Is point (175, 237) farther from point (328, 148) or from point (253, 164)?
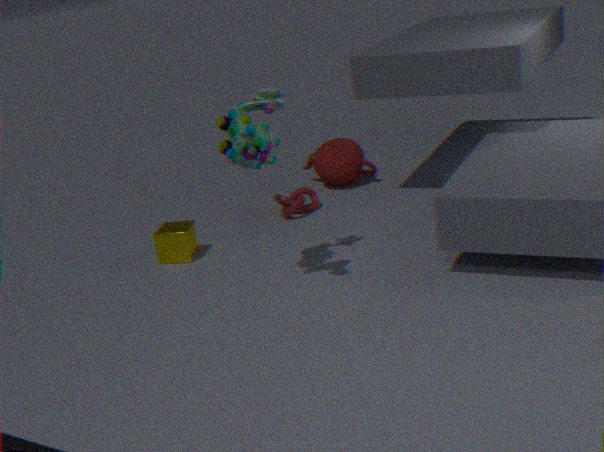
point (328, 148)
